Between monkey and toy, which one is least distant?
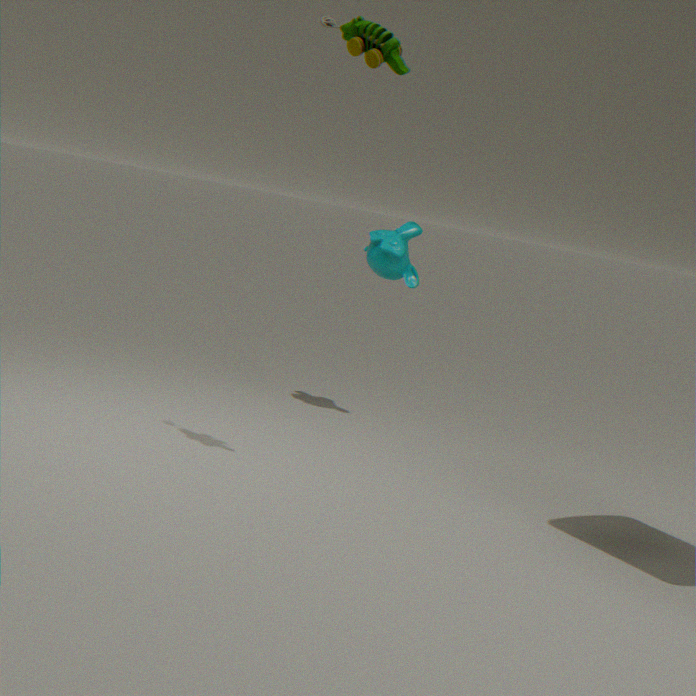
toy
